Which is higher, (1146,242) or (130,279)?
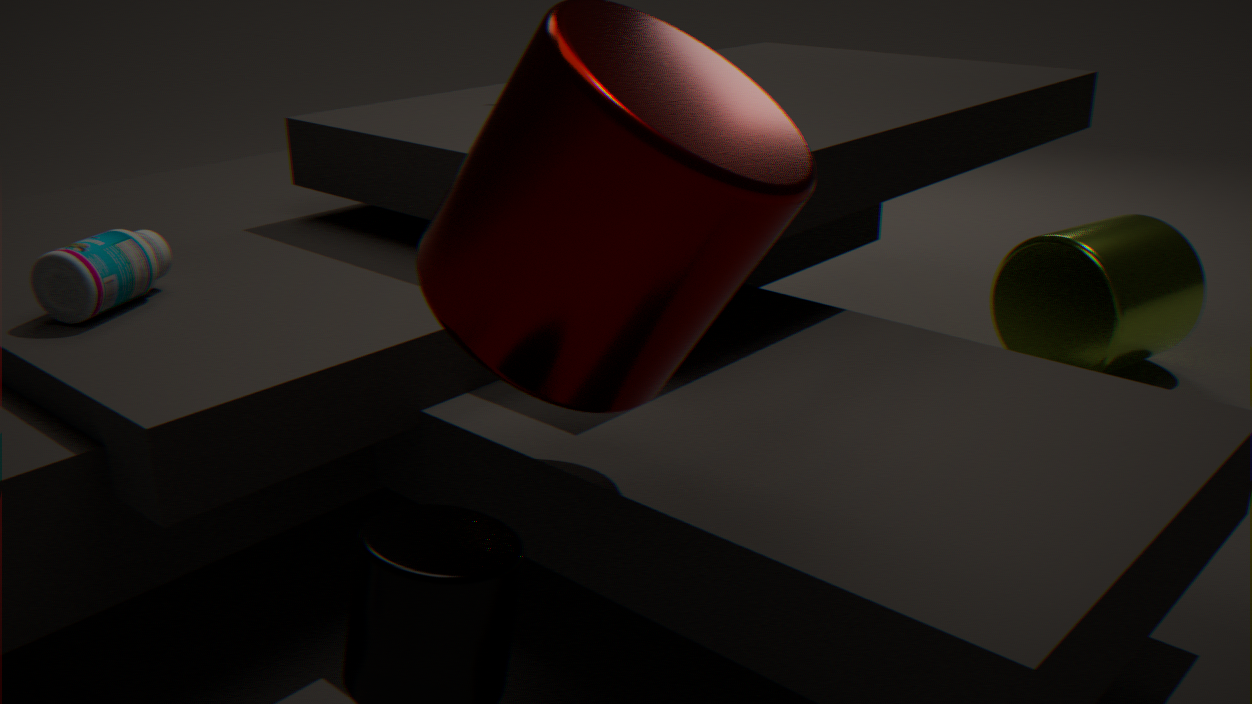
(130,279)
